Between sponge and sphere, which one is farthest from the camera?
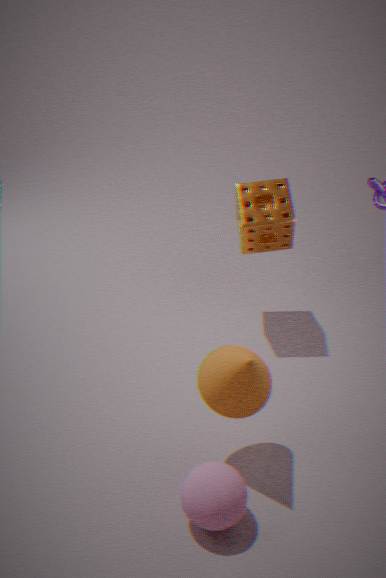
sponge
